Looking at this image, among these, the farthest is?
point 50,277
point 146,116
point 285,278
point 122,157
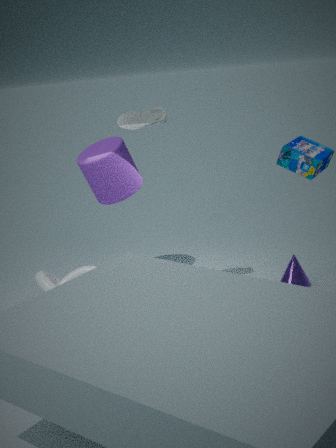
point 122,157
